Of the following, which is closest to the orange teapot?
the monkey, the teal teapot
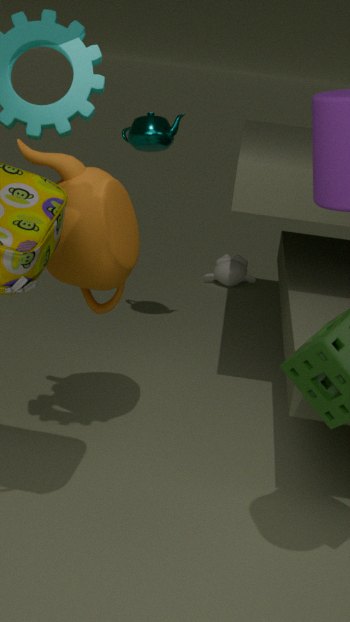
the teal teapot
